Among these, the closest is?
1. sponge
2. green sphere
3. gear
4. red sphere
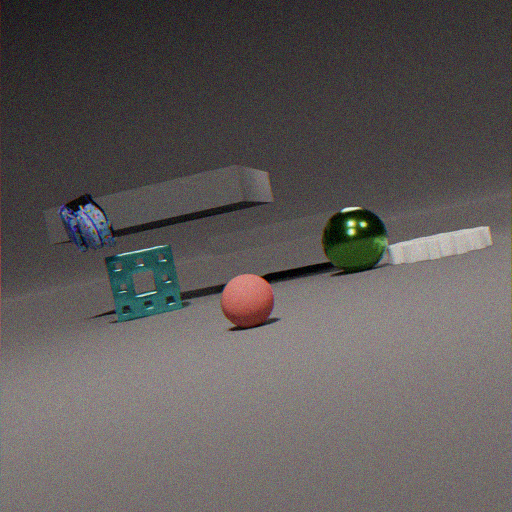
red sphere
